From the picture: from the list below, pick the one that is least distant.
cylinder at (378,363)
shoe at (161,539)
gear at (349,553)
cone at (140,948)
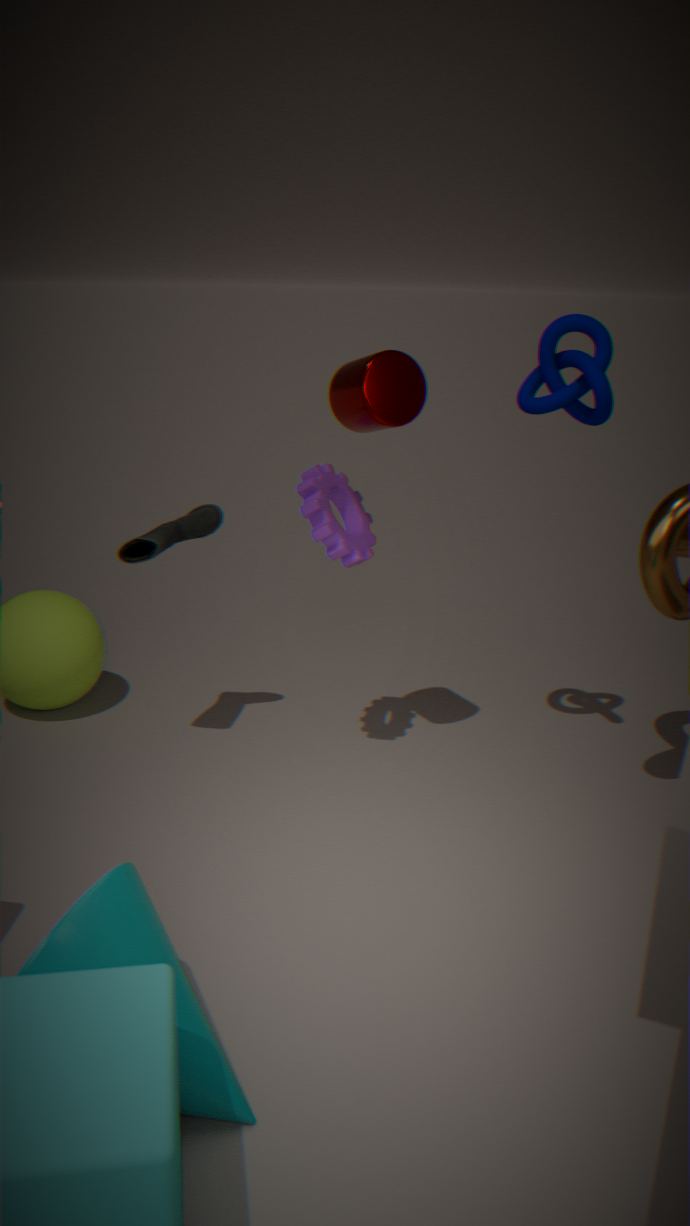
cone at (140,948)
